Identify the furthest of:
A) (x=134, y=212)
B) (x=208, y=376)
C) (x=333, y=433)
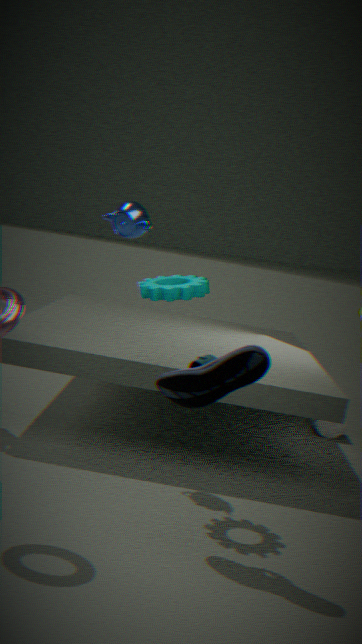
(x=333, y=433)
